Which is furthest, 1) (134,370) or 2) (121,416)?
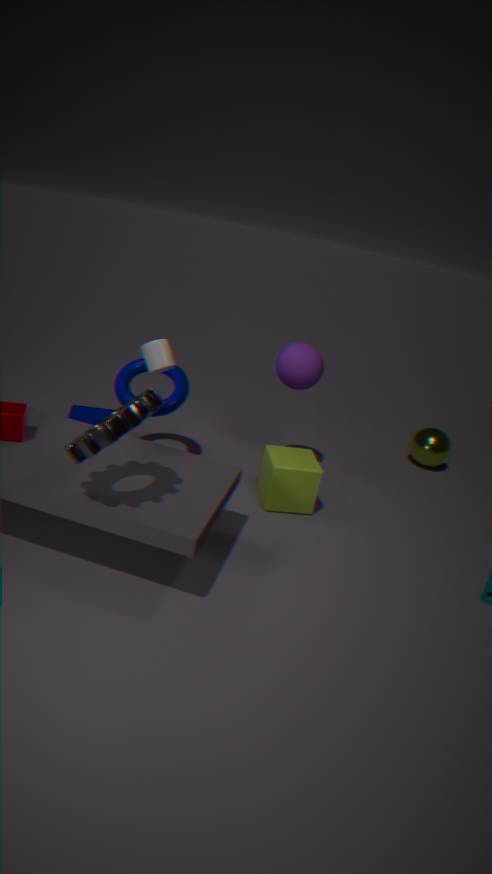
1. (134,370)
